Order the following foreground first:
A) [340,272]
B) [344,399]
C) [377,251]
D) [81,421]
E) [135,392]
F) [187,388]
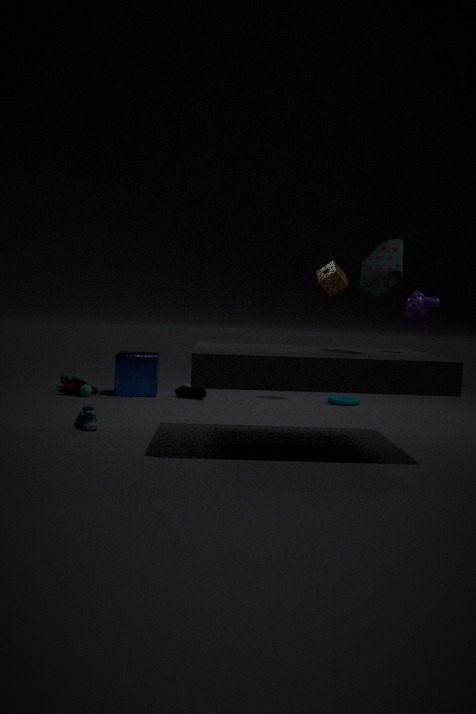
[377,251]
[81,421]
[344,399]
[340,272]
[135,392]
[187,388]
